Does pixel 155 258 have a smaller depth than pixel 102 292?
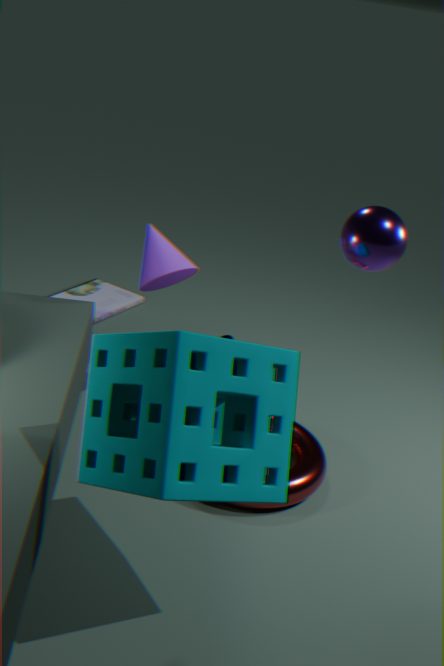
Yes
